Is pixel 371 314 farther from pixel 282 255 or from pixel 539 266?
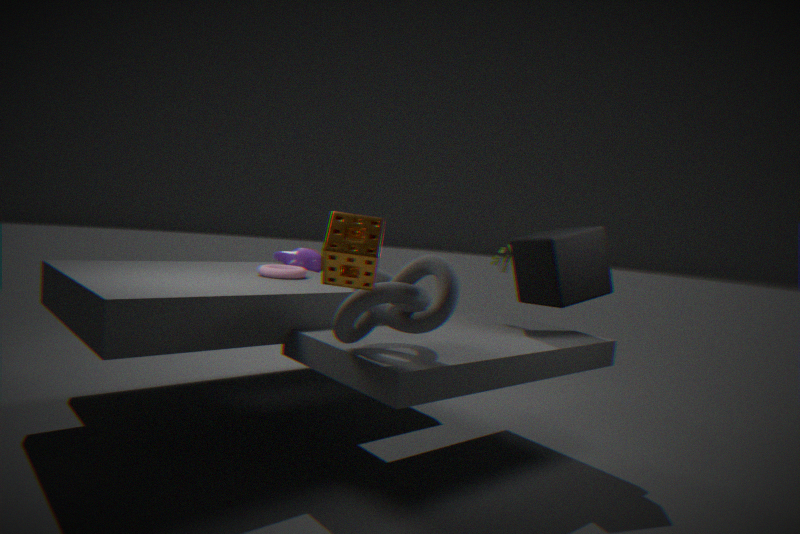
pixel 282 255
